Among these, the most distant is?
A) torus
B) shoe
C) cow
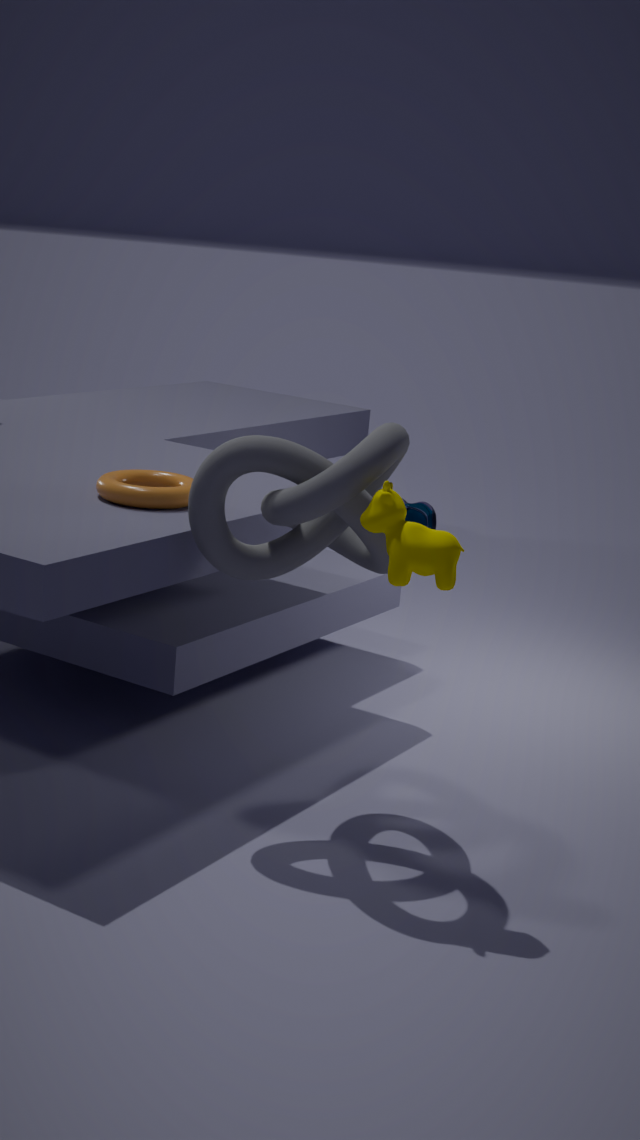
shoe
